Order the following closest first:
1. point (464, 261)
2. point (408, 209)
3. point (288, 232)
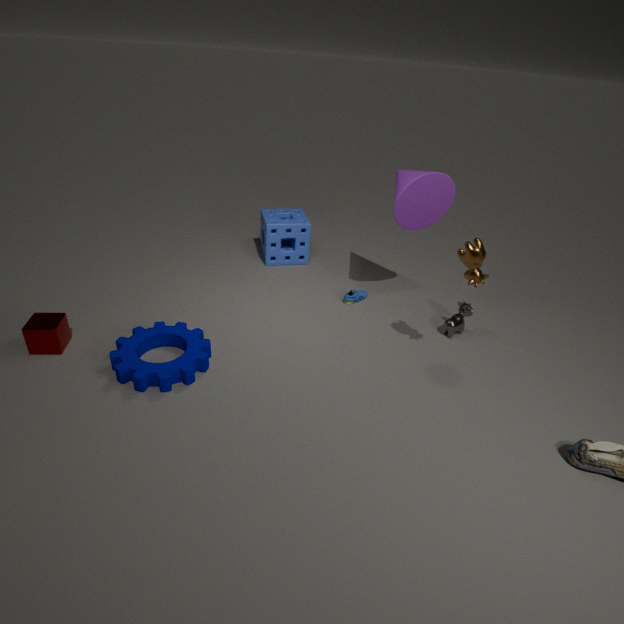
point (464, 261)
point (408, 209)
point (288, 232)
